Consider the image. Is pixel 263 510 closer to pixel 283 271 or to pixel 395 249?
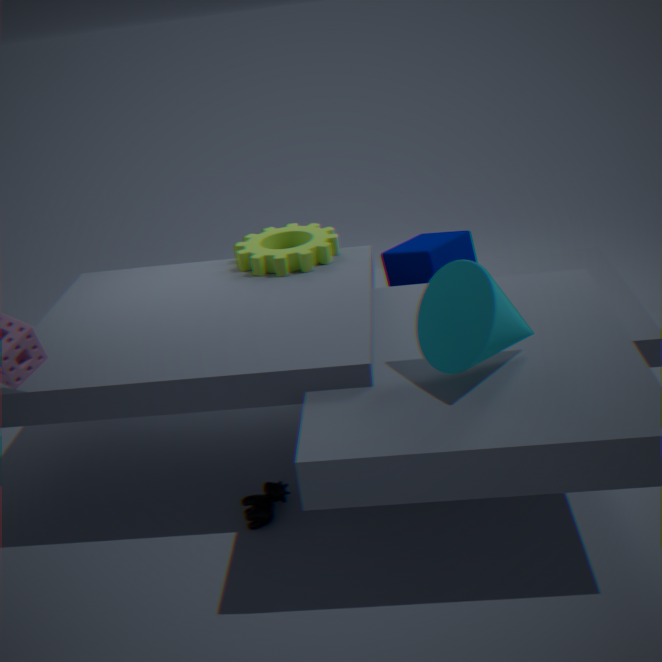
pixel 283 271
